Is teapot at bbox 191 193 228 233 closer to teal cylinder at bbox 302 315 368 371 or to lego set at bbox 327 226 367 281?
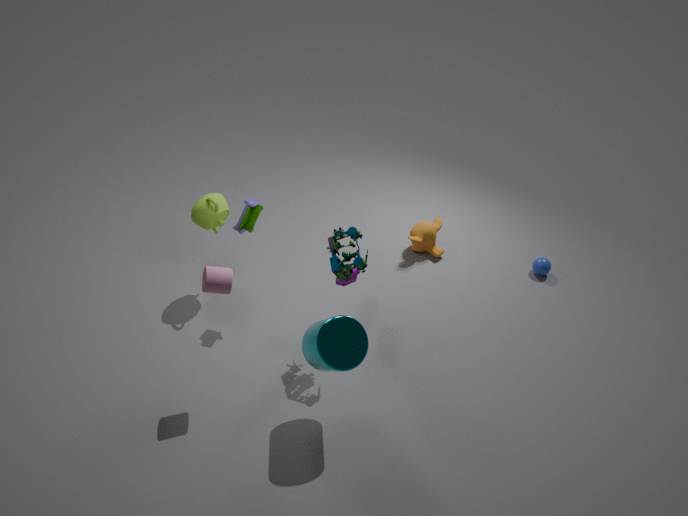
lego set at bbox 327 226 367 281
